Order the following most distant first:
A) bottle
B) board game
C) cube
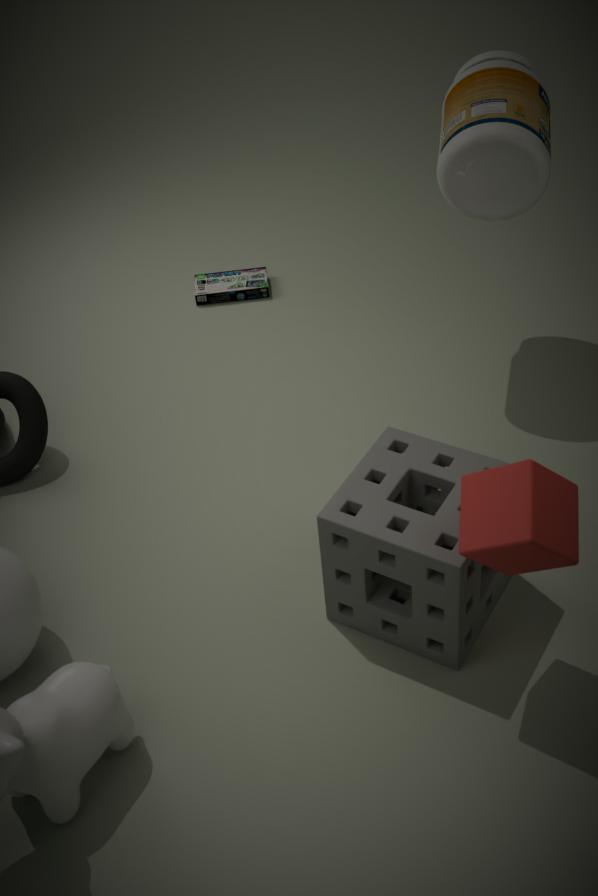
1. board game
2. bottle
3. cube
